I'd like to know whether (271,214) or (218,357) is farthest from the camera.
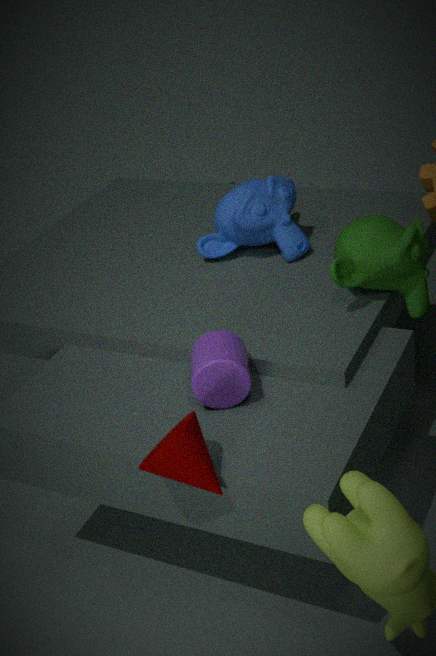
(271,214)
